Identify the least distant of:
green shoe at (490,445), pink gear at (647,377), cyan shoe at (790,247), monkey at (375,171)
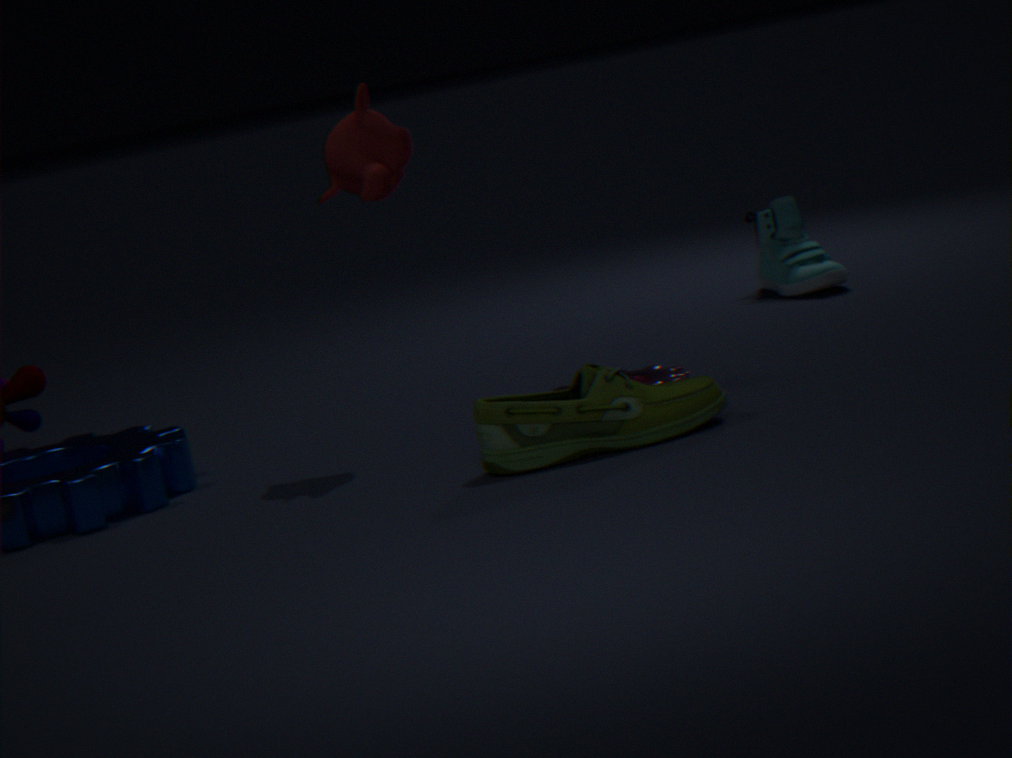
green shoe at (490,445)
